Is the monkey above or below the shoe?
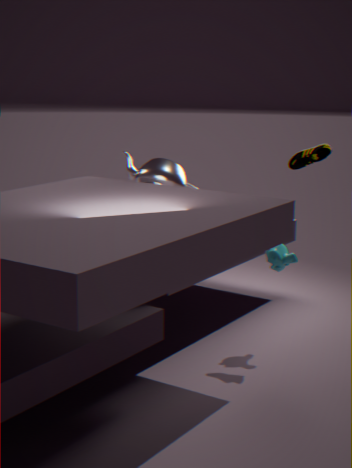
below
